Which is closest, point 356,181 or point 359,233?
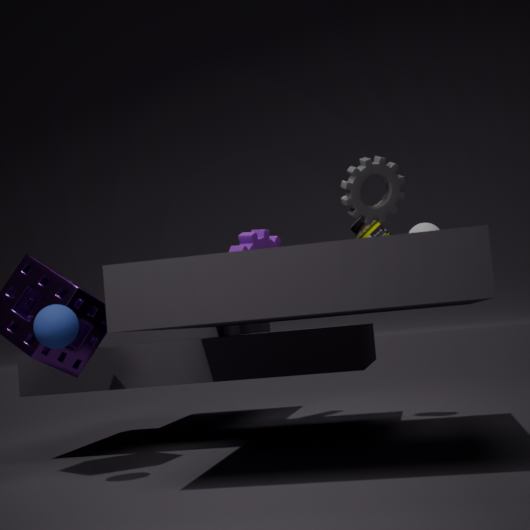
point 356,181
